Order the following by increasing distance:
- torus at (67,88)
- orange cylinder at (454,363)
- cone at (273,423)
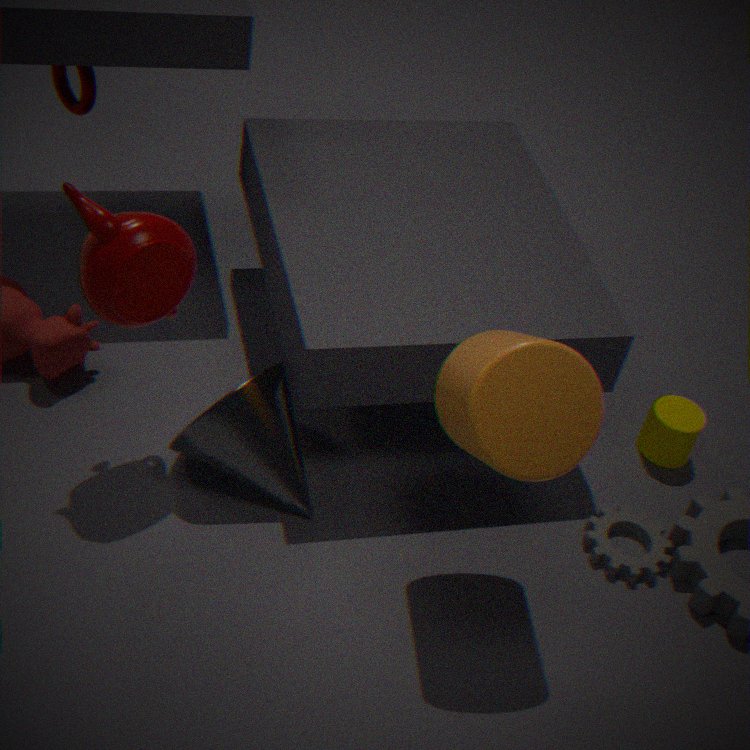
1. orange cylinder at (454,363)
2. cone at (273,423)
3. torus at (67,88)
